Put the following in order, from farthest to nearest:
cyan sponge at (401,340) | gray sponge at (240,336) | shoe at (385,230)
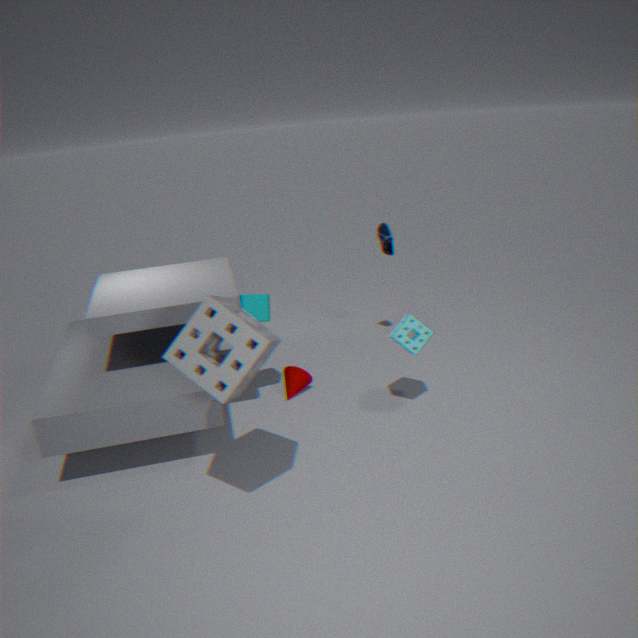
shoe at (385,230) → cyan sponge at (401,340) → gray sponge at (240,336)
